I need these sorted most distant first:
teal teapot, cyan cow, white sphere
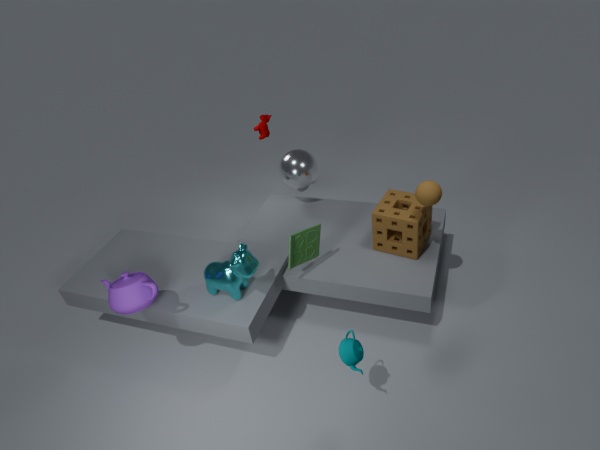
1. white sphere
2. cyan cow
3. teal teapot
